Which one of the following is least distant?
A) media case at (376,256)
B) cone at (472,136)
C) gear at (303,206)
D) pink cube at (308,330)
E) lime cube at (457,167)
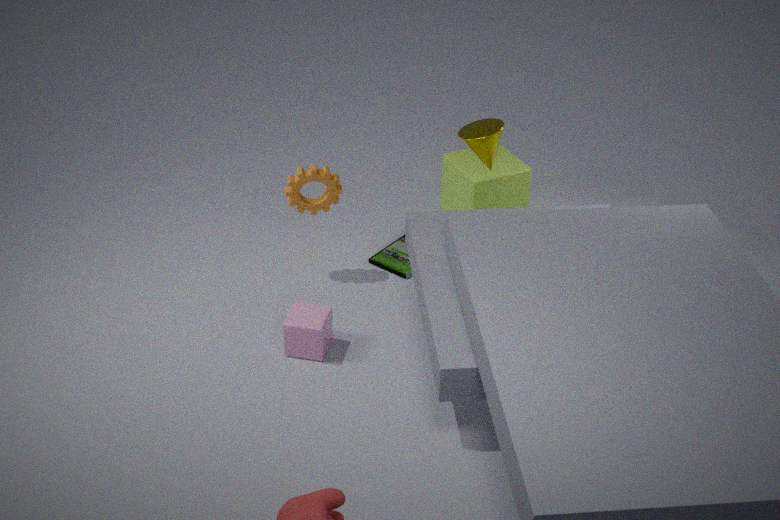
pink cube at (308,330)
